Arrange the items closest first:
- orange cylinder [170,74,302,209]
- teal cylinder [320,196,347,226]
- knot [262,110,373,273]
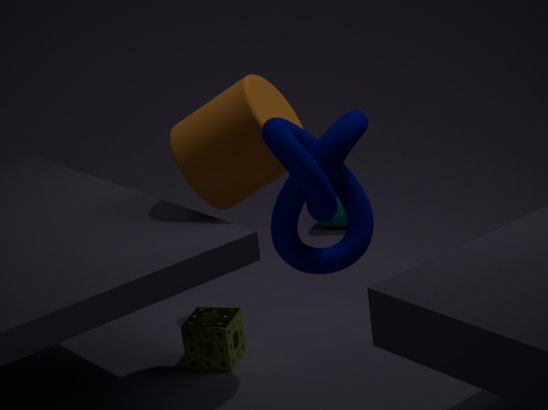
knot [262,110,373,273] < orange cylinder [170,74,302,209] < teal cylinder [320,196,347,226]
